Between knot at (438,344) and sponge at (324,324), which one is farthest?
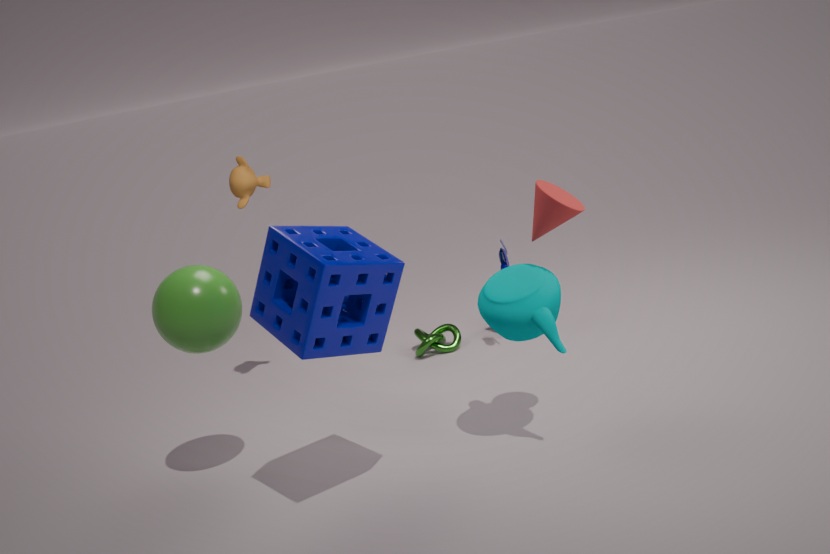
knot at (438,344)
